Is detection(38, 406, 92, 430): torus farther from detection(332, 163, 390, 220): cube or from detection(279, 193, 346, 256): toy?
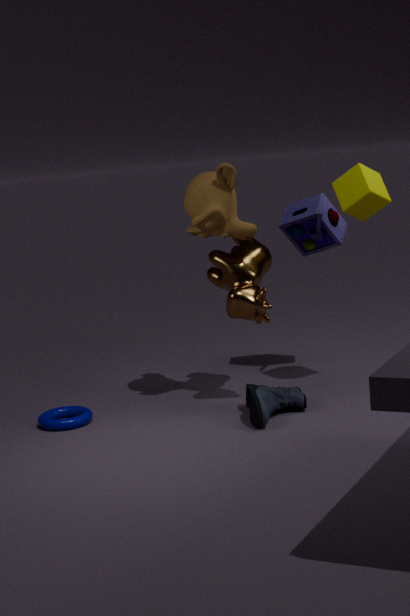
detection(332, 163, 390, 220): cube
